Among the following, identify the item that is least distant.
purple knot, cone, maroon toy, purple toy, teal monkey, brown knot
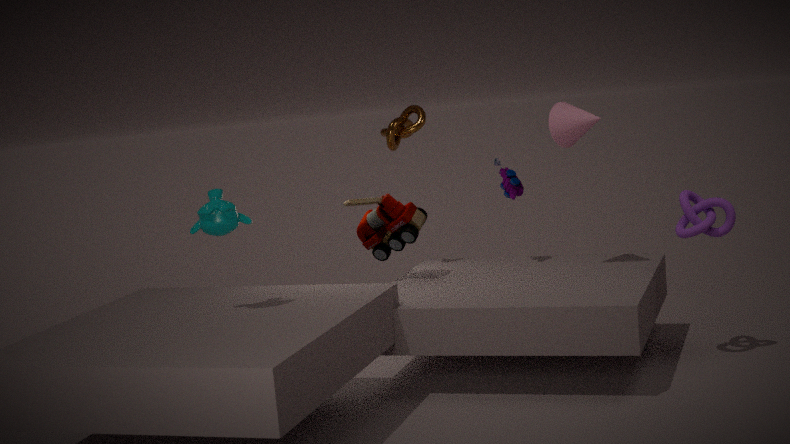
teal monkey
